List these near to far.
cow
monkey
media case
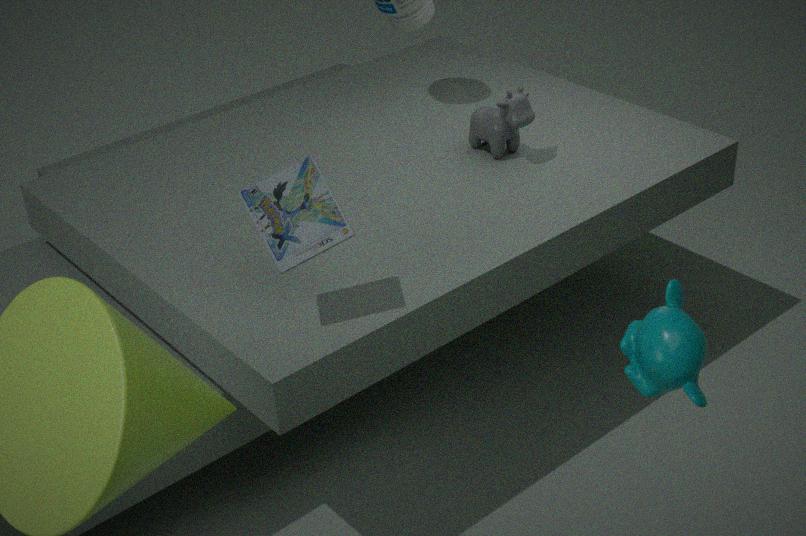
monkey, media case, cow
